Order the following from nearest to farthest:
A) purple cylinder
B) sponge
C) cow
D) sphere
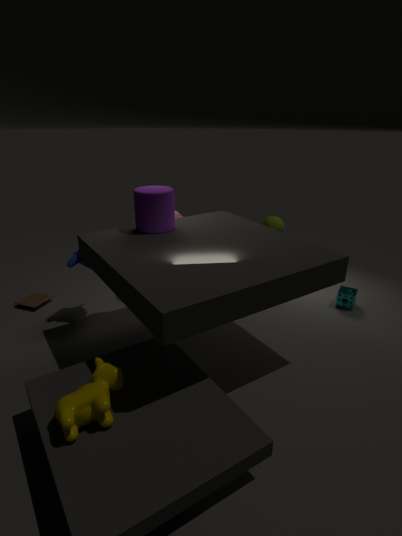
cow, purple cylinder, sponge, sphere
